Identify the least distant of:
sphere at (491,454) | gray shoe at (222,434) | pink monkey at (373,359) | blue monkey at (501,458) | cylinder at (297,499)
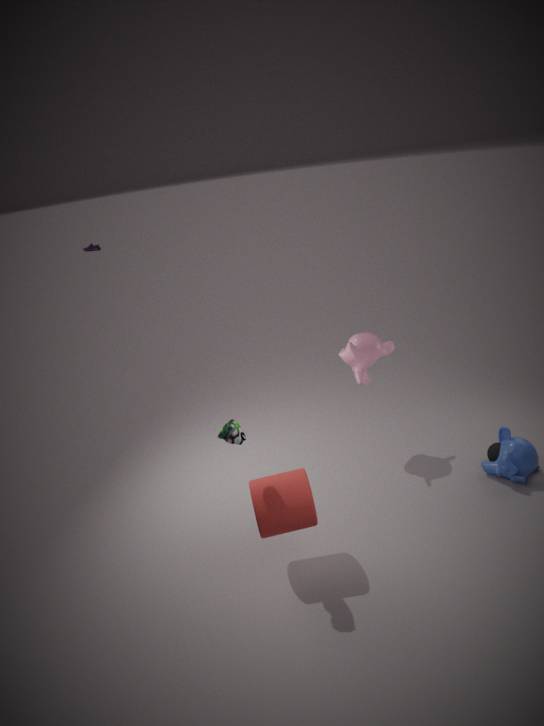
gray shoe at (222,434)
